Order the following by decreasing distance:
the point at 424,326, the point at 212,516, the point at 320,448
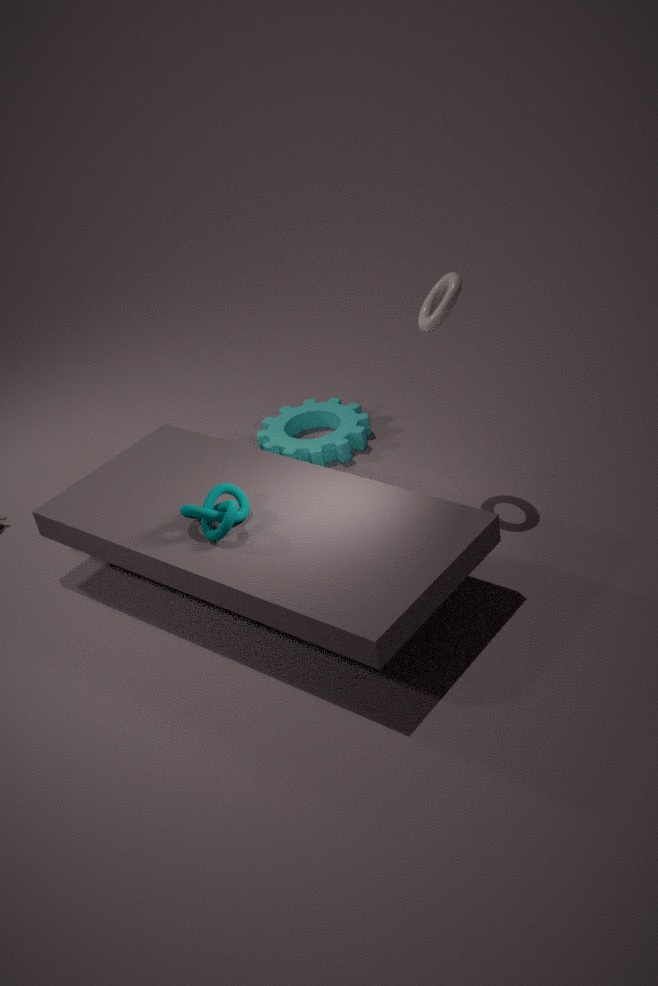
the point at 320,448, the point at 424,326, the point at 212,516
